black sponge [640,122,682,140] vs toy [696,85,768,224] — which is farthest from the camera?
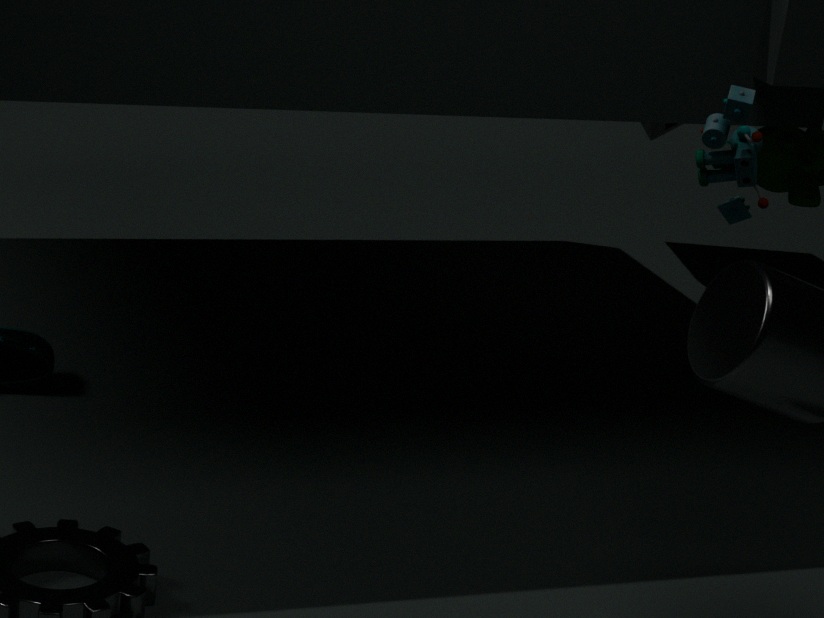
black sponge [640,122,682,140]
